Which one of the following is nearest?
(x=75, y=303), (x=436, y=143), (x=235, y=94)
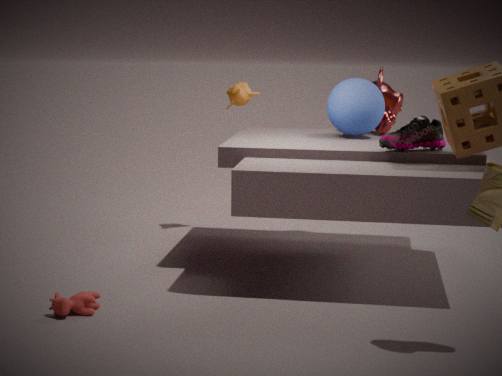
(x=75, y=303)
